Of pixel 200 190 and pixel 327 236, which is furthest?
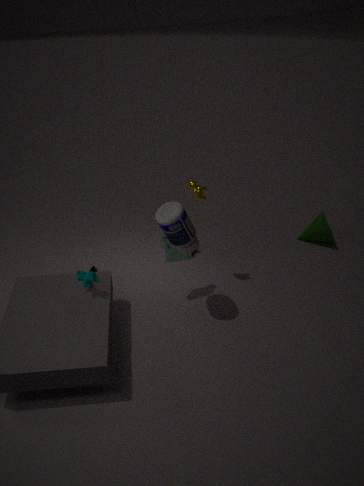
pixel 327 236
